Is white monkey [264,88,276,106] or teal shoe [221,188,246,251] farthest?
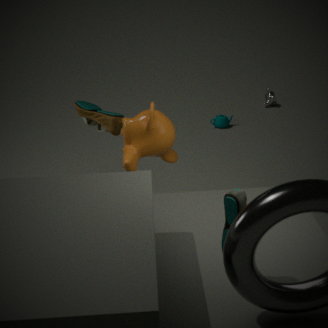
white monkey [264,88,276,106]
